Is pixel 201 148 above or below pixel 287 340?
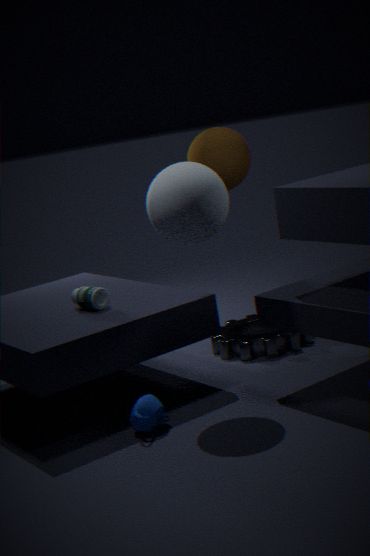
above
